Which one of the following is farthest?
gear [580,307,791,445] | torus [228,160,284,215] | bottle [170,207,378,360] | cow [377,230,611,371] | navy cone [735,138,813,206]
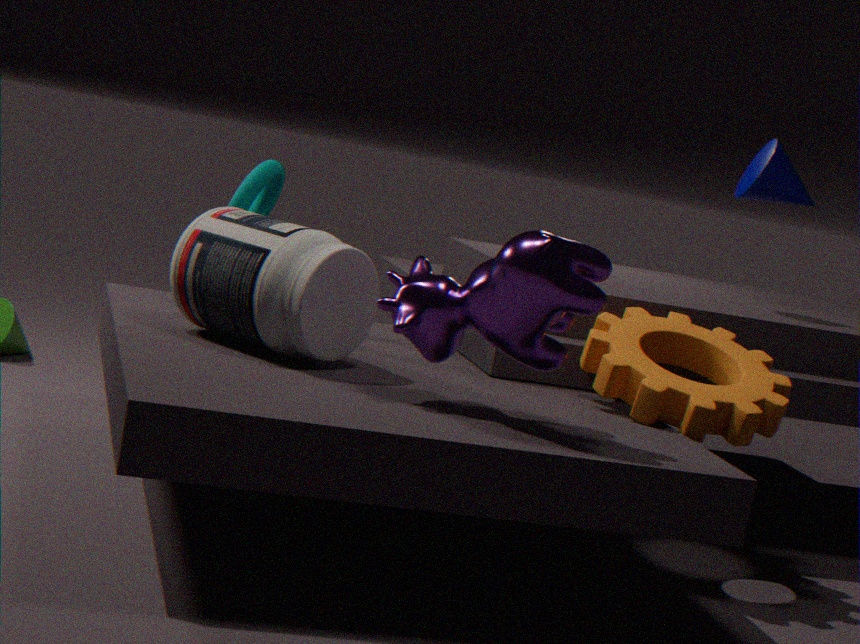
navy cone [735,138,813,206]
